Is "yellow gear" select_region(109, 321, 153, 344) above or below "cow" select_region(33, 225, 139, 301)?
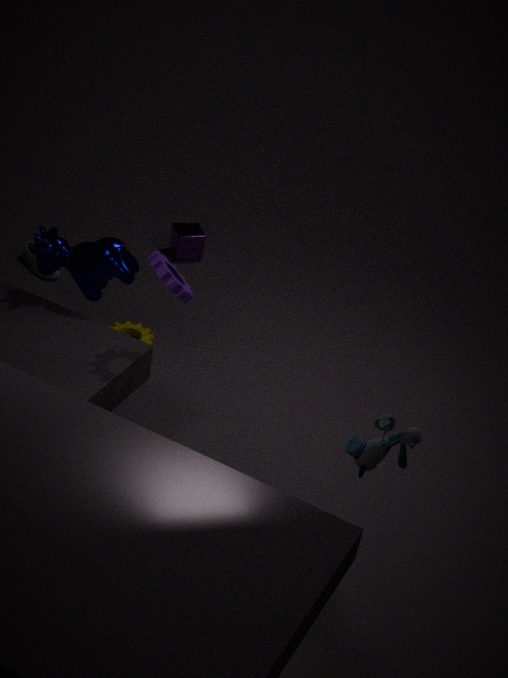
below
